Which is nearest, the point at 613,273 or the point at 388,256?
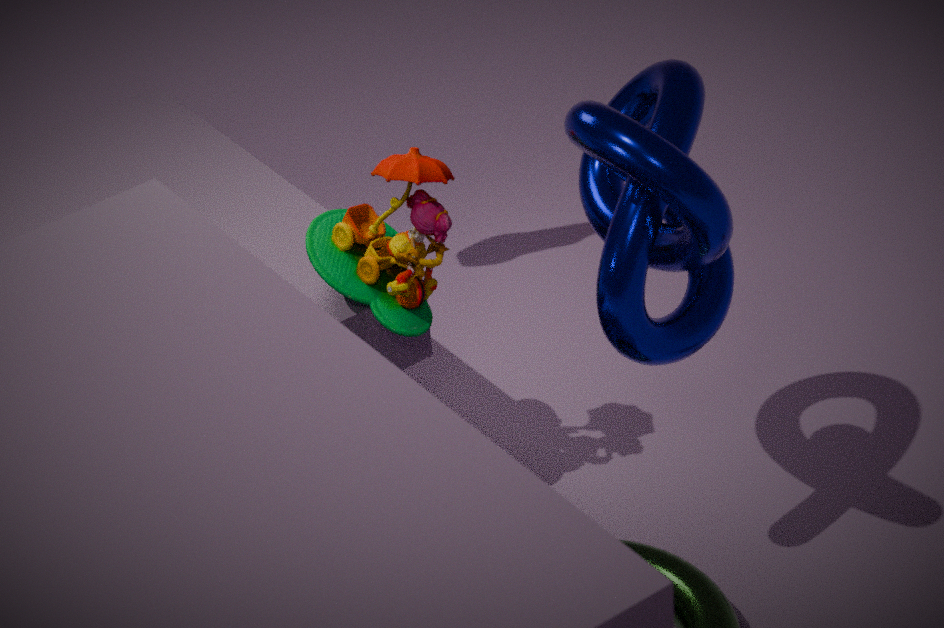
the point at 613,273
